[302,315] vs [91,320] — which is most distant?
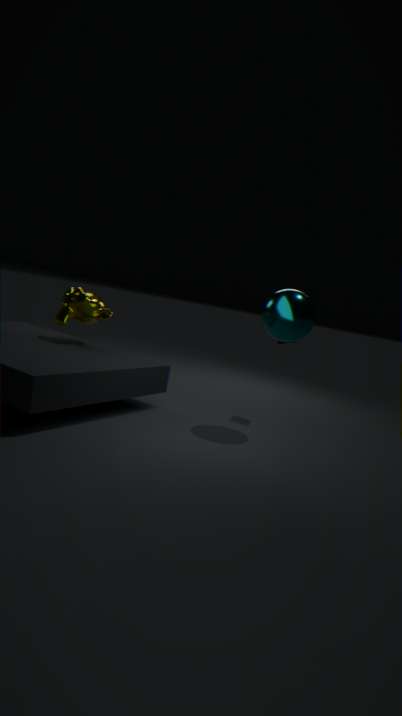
[91,320]
